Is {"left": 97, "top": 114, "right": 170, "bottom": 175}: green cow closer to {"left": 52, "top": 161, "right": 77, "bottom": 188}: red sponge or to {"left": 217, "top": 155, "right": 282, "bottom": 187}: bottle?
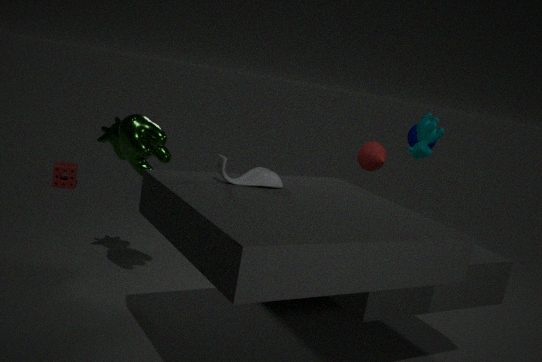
{"left": 217, "top": 155, "right": 282, "bottom": 187}: bottle
